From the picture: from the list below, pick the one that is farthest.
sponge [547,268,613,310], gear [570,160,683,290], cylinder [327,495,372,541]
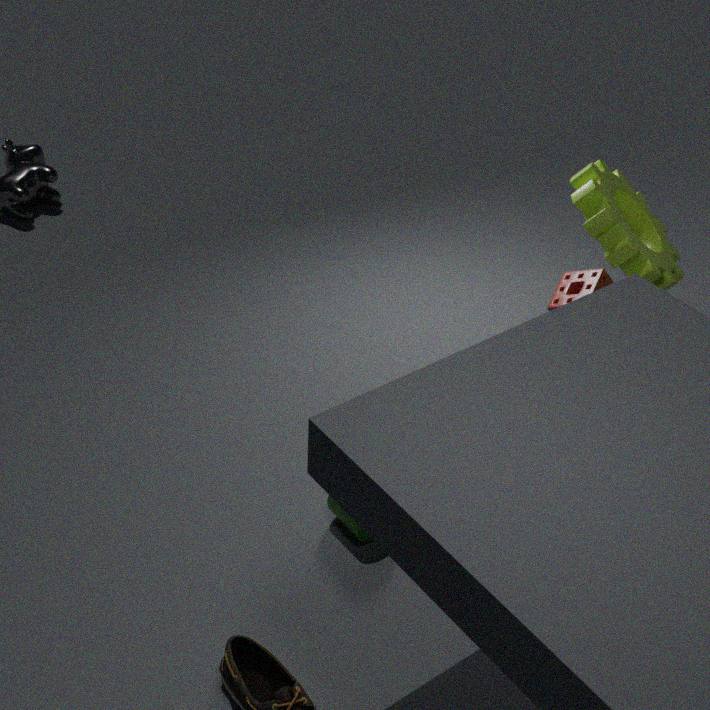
sponge [547,268,613,310]
